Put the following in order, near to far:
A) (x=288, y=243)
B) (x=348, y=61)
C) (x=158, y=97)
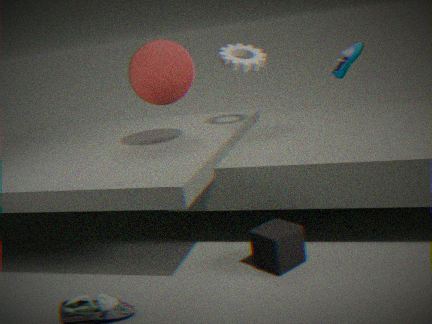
(x=288, y=243), (x=158, y=97), (x=348, y=61)
